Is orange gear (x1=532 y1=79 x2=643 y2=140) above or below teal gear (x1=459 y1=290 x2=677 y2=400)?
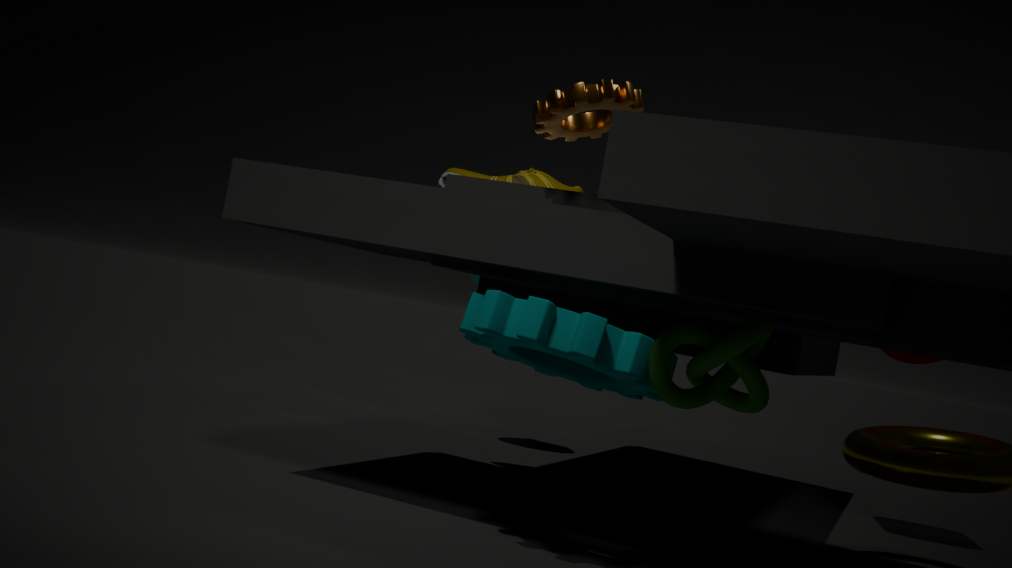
above
